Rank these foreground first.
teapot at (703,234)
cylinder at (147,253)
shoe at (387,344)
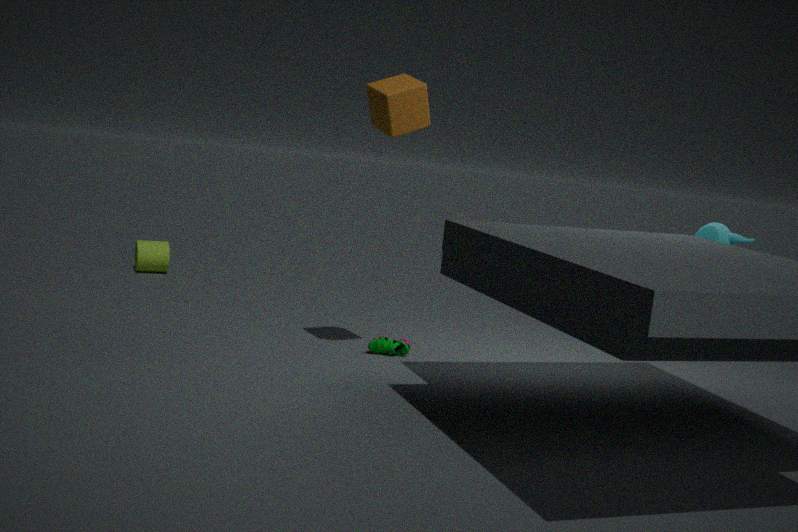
1. teapot at (703,234)
2. shoe at (387,344)
3. cylinder at (147,253)
